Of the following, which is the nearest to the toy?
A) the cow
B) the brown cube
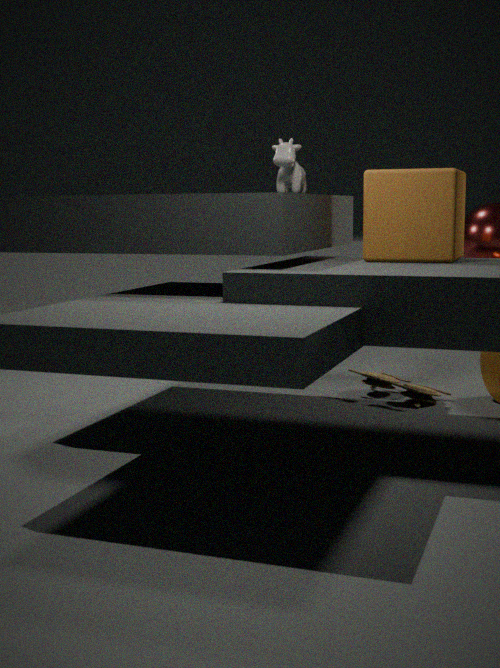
the brown cube
